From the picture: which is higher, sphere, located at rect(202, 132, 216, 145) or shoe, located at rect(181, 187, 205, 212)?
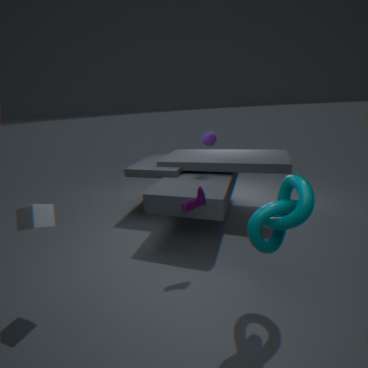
sphere, located at rect(202, 132, 216, 145)
